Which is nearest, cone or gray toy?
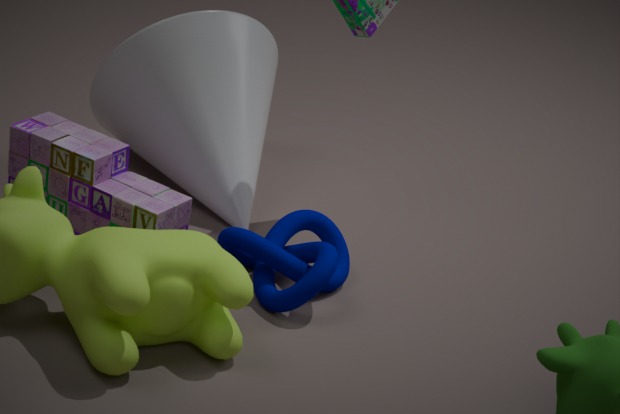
gray toy
